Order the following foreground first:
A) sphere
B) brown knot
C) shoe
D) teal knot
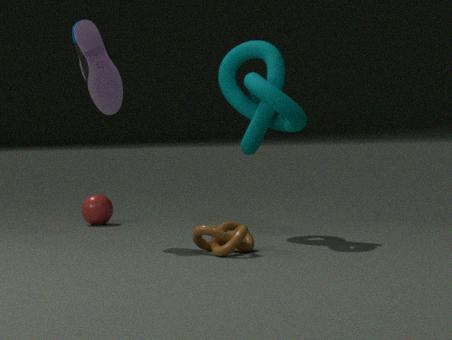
brown knot
teal knot
shoe
sphere
